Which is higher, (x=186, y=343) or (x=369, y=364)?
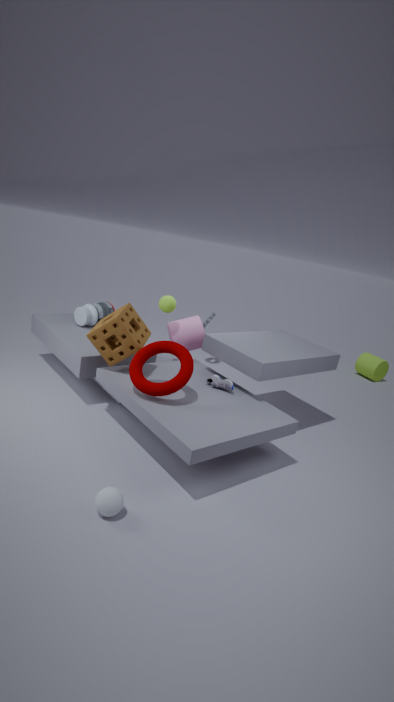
(x=186, y=343)
